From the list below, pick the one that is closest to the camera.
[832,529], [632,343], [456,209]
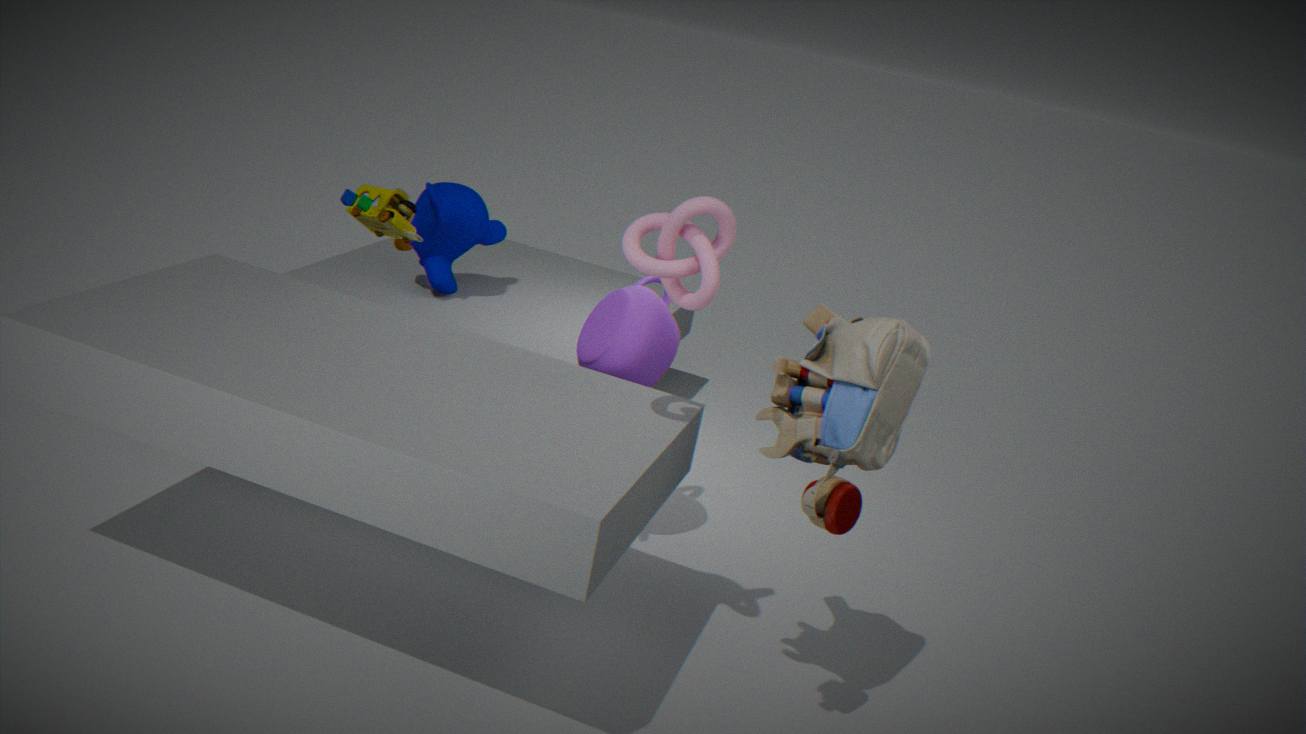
[832,529]
